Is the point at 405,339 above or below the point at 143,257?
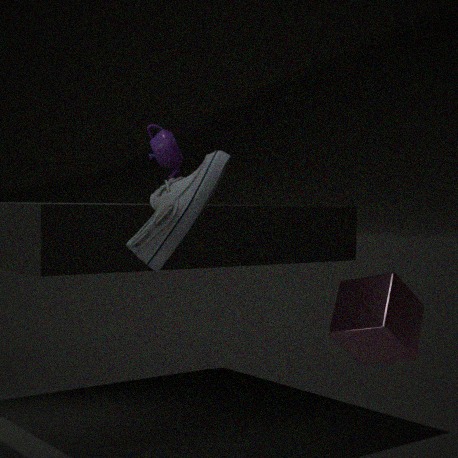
below
